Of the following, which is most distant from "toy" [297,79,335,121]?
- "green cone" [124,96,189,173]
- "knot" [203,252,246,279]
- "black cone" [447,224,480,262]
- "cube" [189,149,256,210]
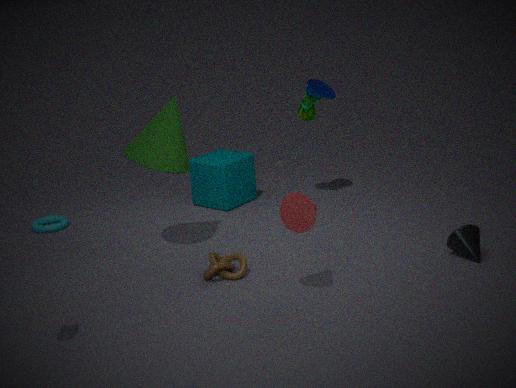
"black cone" [447,224,480,262]
